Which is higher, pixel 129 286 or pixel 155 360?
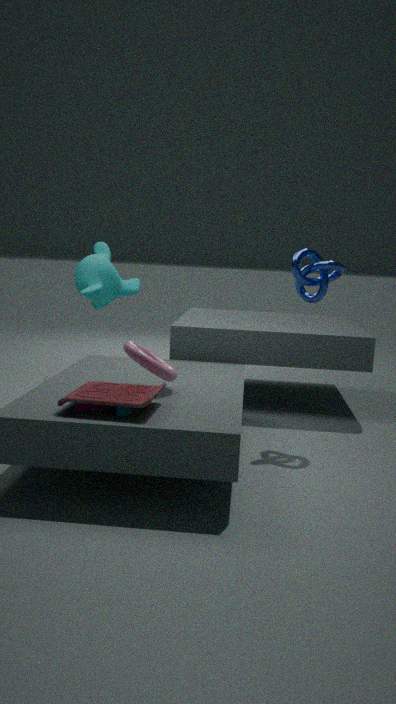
pixel 129 286
